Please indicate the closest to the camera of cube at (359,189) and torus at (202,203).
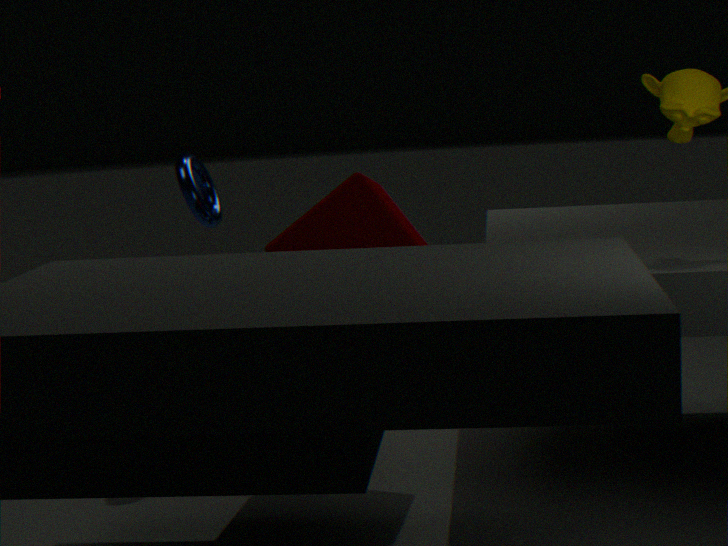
cube at (359,189)
